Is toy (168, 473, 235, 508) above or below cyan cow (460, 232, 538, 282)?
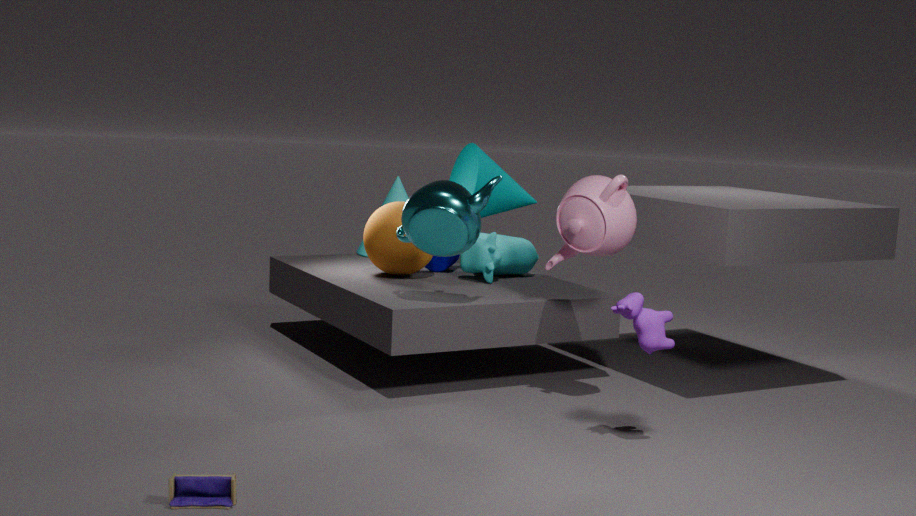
below
